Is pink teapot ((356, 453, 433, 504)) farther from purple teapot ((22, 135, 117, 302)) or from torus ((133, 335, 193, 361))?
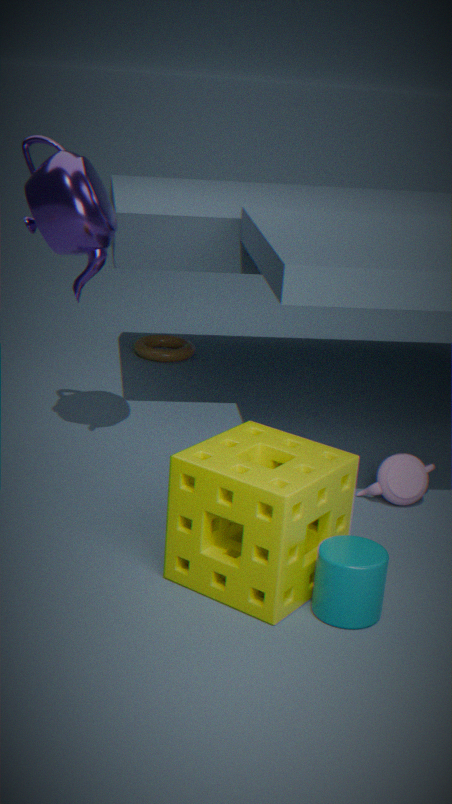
torus ((133, 335, 193, 361))
